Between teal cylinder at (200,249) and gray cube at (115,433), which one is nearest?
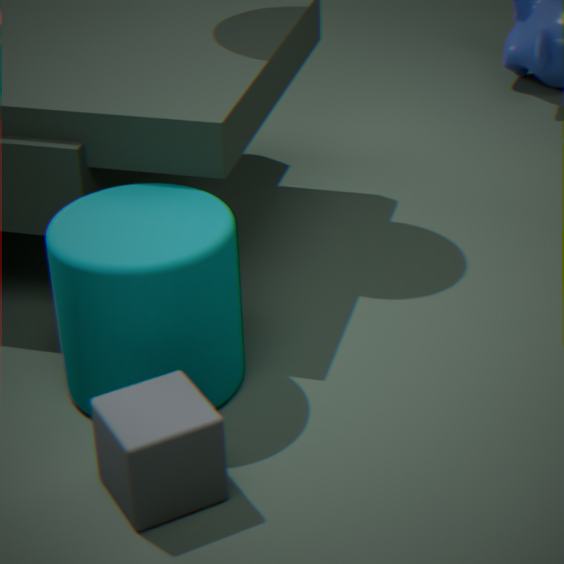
gray cube at (115,433)
